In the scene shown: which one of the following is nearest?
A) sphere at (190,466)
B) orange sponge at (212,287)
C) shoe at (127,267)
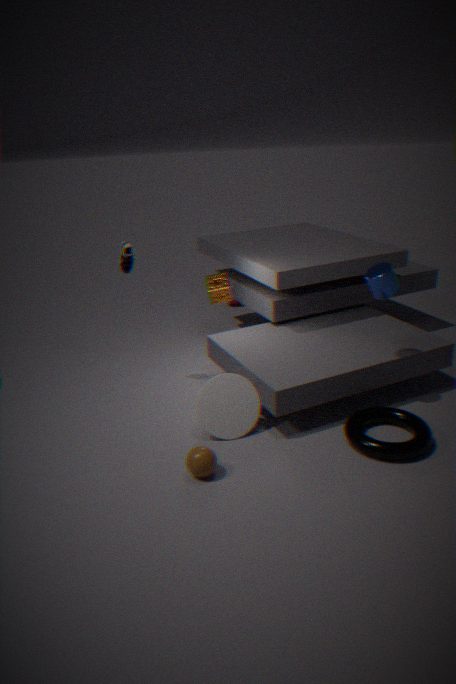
sphere at (190,466)
